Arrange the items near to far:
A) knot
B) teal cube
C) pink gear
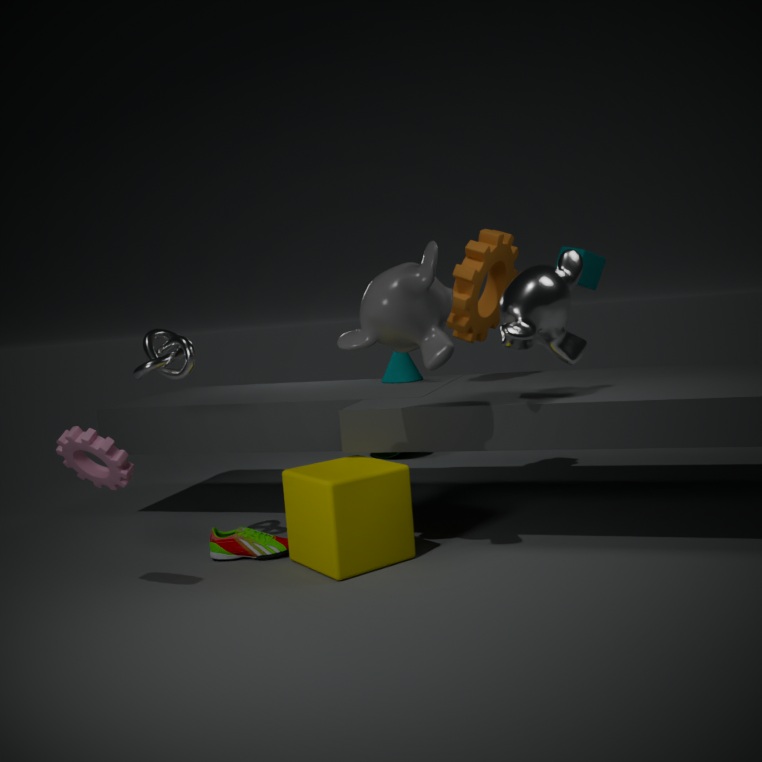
1. pink gear
2. knot
3. teal cube
